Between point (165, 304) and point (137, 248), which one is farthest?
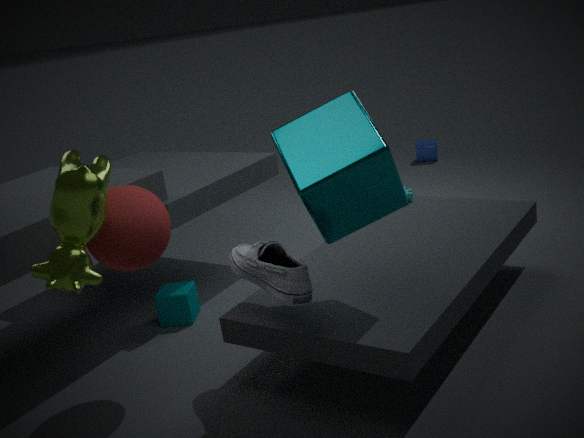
point (165, 304)
